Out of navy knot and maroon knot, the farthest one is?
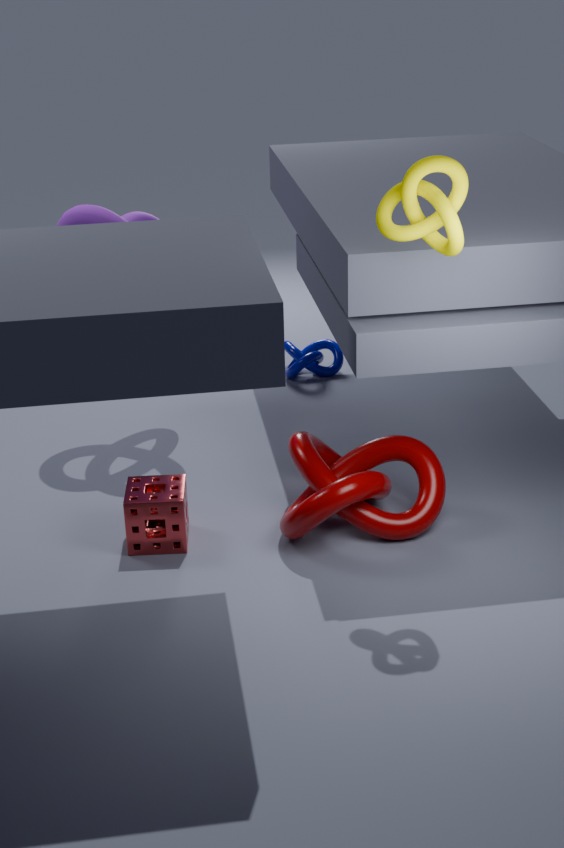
navy knot
